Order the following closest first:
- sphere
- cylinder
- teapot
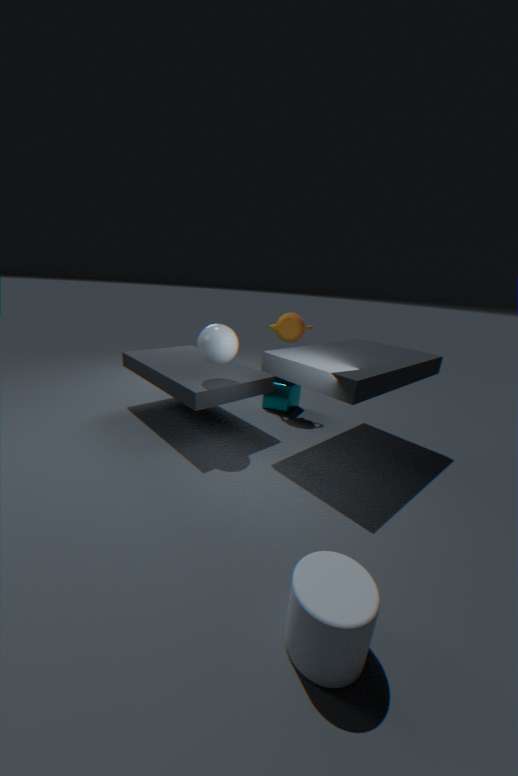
cylinder < sphere < teapot
